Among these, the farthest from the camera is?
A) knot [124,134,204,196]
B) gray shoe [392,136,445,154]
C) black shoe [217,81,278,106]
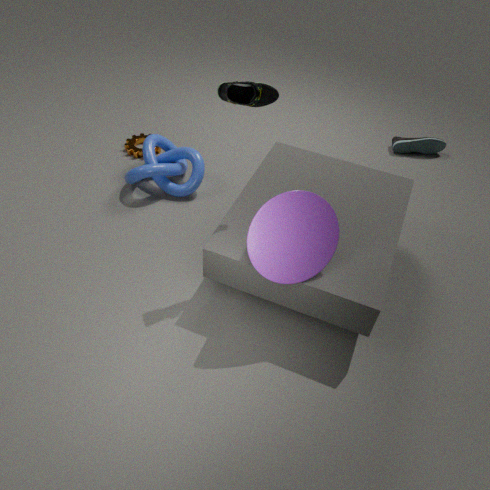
gray shoe [392,136,445,154]
